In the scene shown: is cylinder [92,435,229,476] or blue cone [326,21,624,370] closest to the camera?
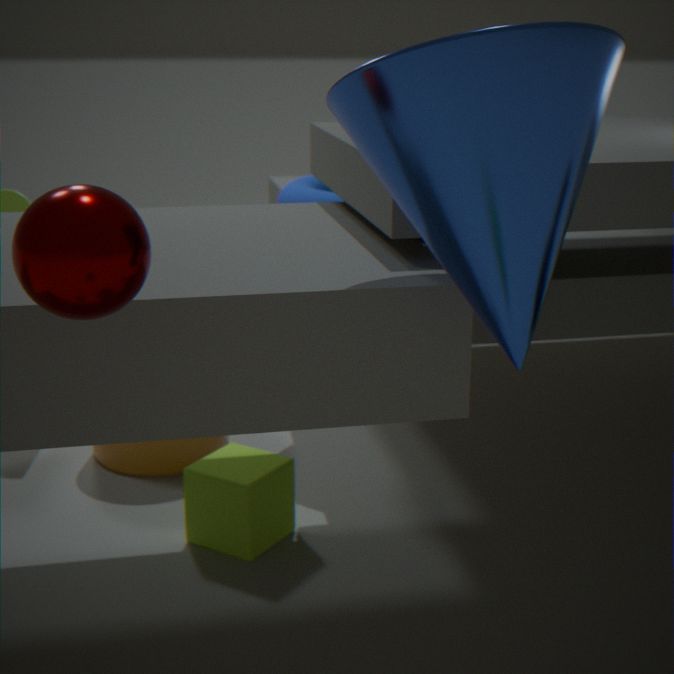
blue cone [326,21,624,370]
